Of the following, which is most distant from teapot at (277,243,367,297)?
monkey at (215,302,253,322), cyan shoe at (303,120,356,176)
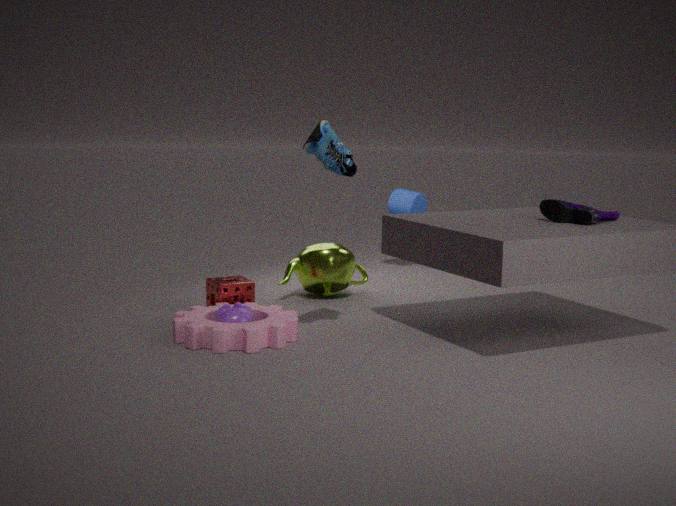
cyan shoe at (303,120,356,176)
